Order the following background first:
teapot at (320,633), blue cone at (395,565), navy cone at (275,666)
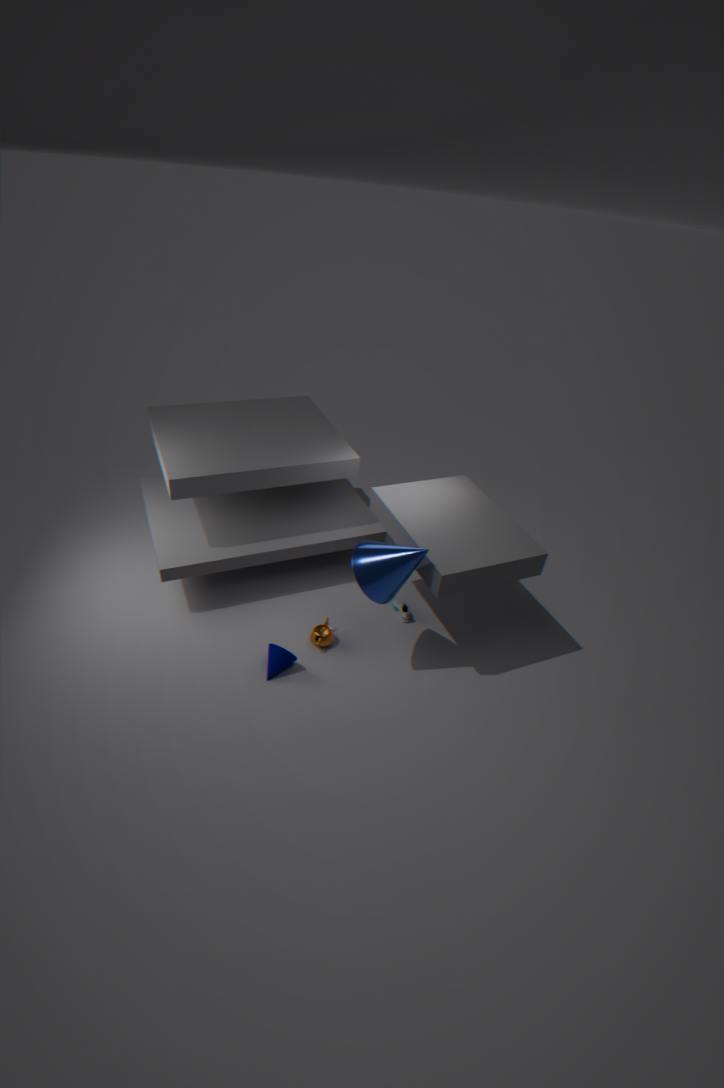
teapot at (320,633) → navy cone at (275,666) → blue cone at (395,565)
